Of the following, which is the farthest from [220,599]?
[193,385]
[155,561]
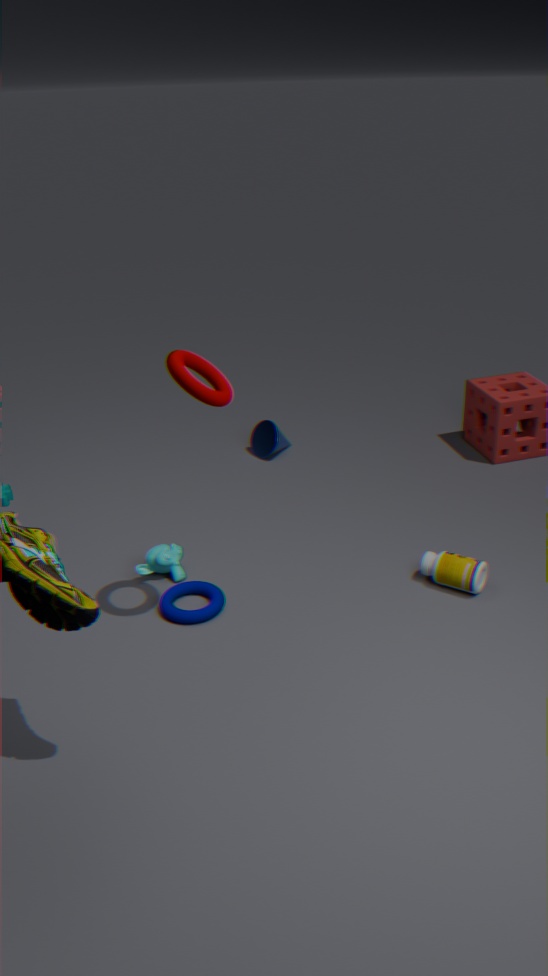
[193,385]
